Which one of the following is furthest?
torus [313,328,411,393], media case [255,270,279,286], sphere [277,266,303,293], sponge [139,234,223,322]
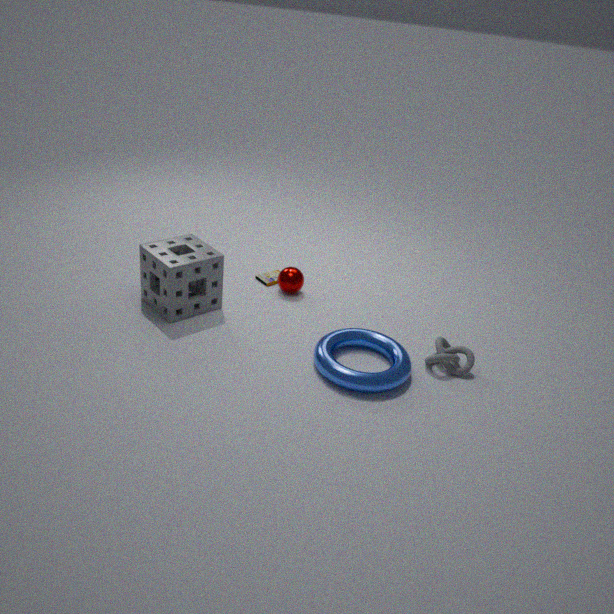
media case [255,270,279,286]
